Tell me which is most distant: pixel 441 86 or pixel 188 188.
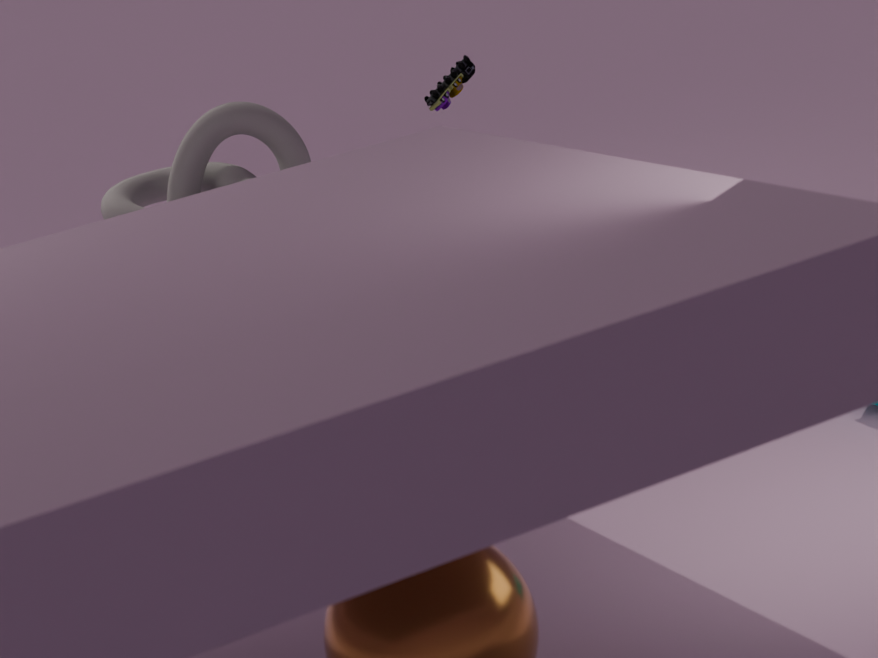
pixel 188 188
